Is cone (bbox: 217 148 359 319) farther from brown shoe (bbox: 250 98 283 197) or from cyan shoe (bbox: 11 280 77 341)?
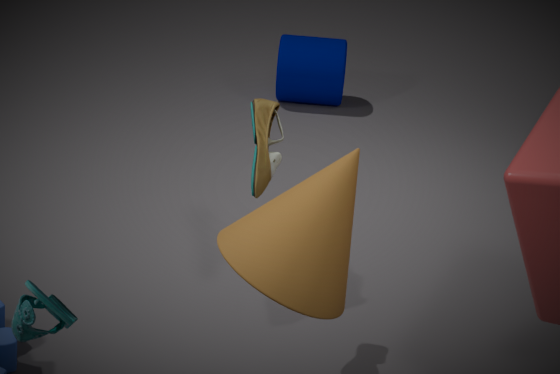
brown shoe (bbox: 250 98 283 197)
